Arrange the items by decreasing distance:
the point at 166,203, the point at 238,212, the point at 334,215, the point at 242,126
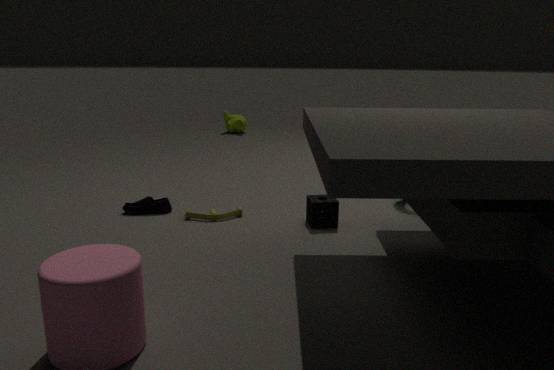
the point at 242,126 < the point at 166,203 < the point at 238,212 < the point at 334,215
